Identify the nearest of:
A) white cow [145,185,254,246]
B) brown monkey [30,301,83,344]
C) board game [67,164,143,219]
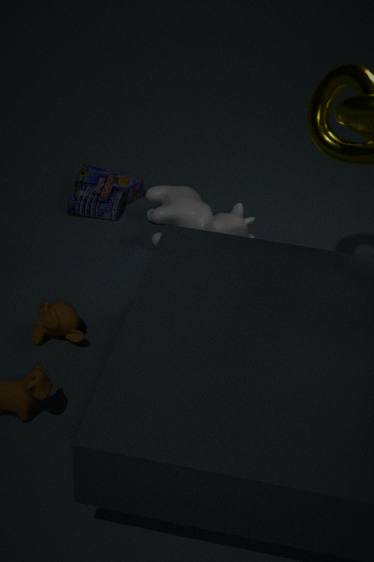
brown monkey [30,301,83,344]
